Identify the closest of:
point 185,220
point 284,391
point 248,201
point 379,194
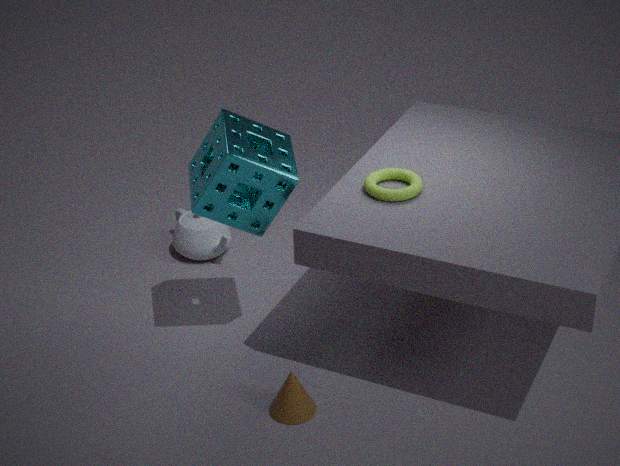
point 284,391
